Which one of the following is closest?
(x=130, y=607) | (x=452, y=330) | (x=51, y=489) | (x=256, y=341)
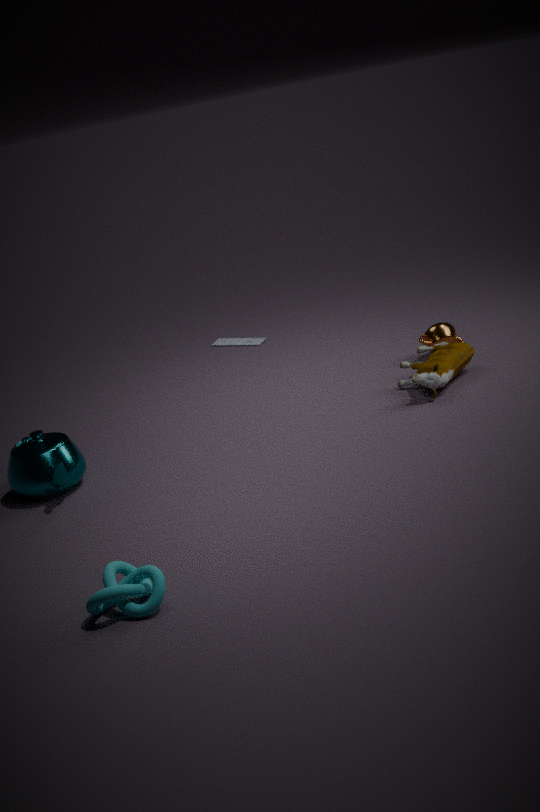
(x=130, y=607)
